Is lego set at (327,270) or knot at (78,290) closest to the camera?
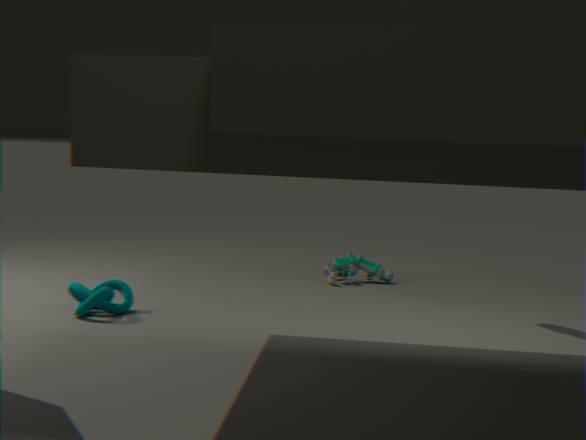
knot at (78,290)
